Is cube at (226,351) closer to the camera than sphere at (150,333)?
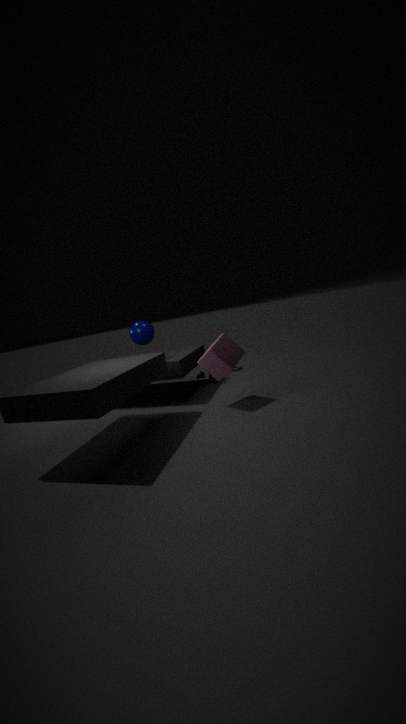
Yes
